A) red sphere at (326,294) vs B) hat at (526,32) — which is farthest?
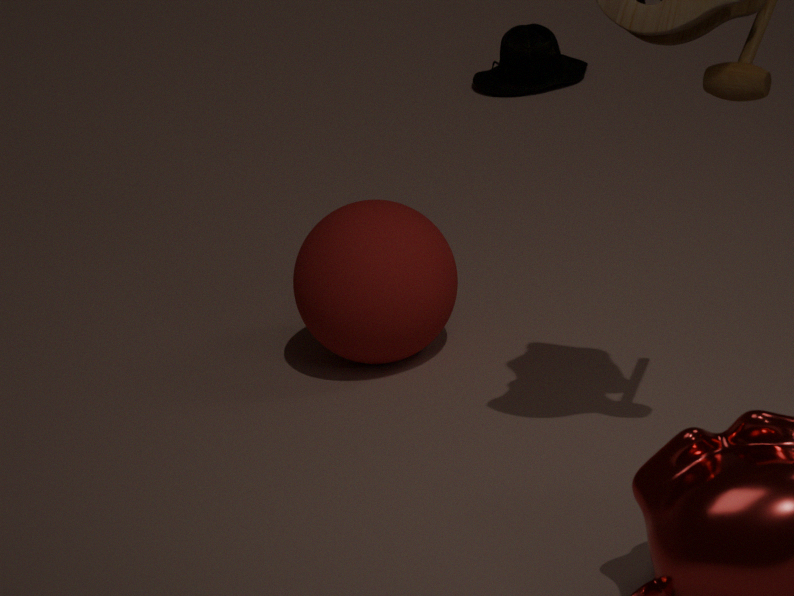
B. hat at (526,32)
